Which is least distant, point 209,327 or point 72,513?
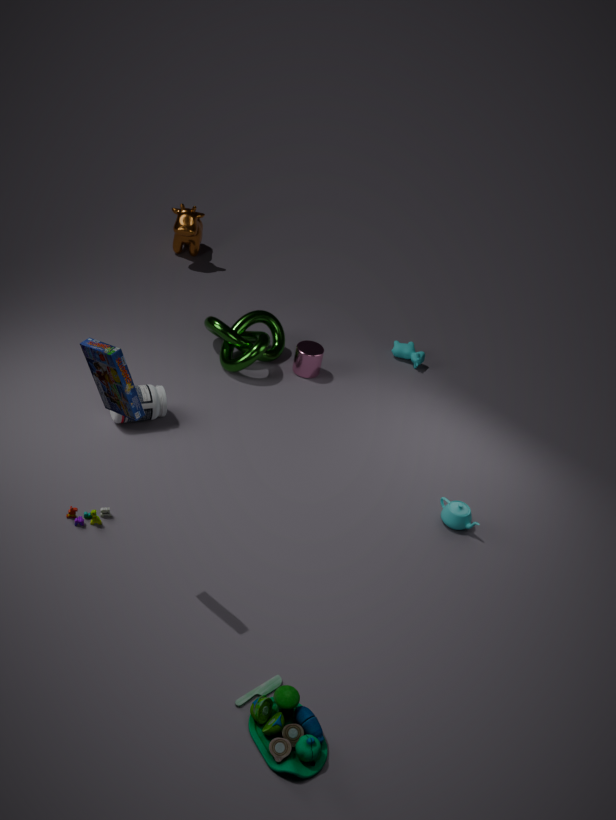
point 72,513
